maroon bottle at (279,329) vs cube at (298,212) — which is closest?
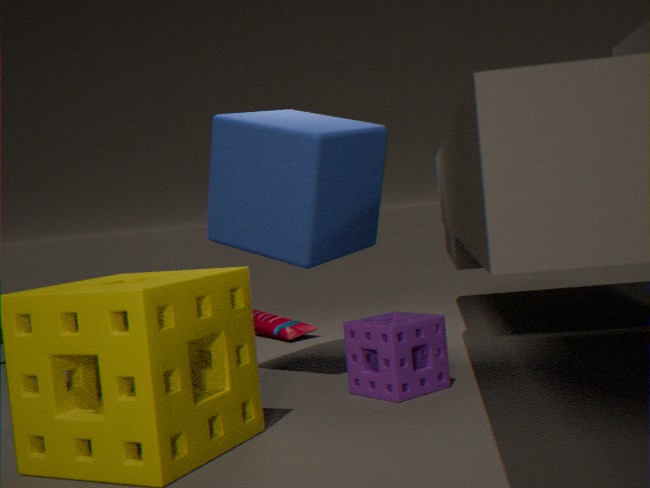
cube at (298,212)
